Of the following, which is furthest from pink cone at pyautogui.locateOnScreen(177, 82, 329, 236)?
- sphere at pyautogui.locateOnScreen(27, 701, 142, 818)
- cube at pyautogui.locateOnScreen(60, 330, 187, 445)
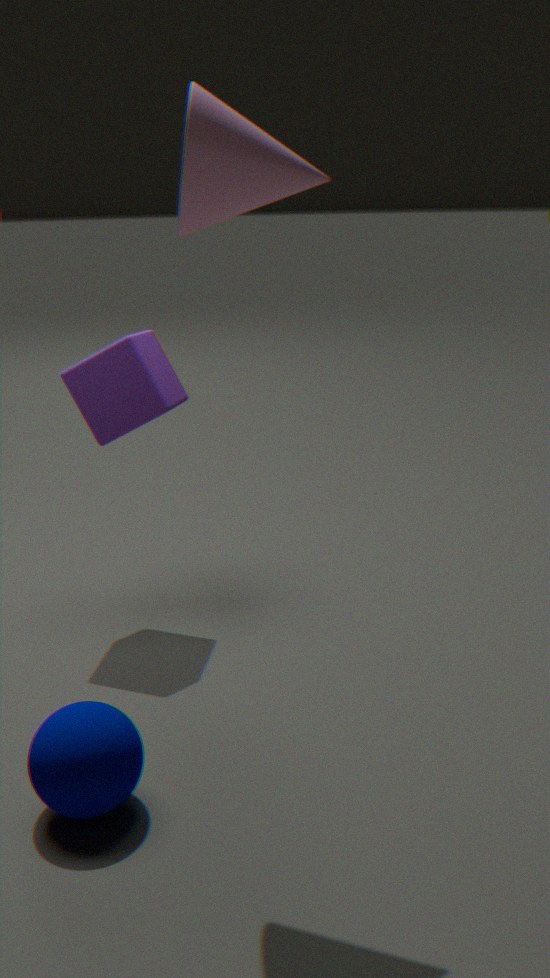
sphere at pyautogui.locateOnScreen(27, 701, 142, 818)
